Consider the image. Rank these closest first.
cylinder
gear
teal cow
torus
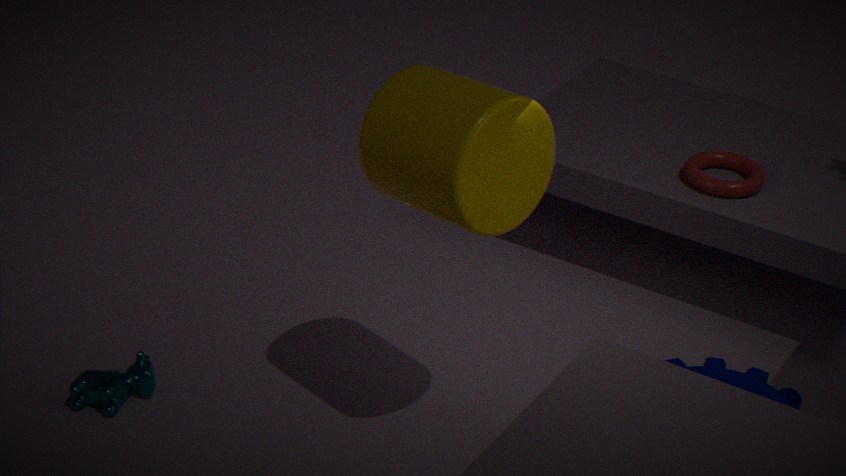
cylinder, teal cow, gear, torus
